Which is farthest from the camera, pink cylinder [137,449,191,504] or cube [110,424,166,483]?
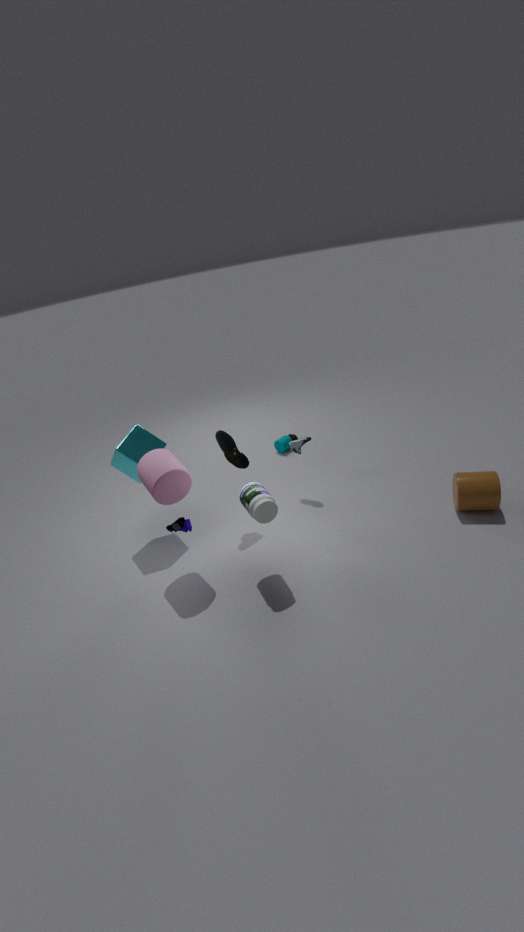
cube [110,424,166,483]
